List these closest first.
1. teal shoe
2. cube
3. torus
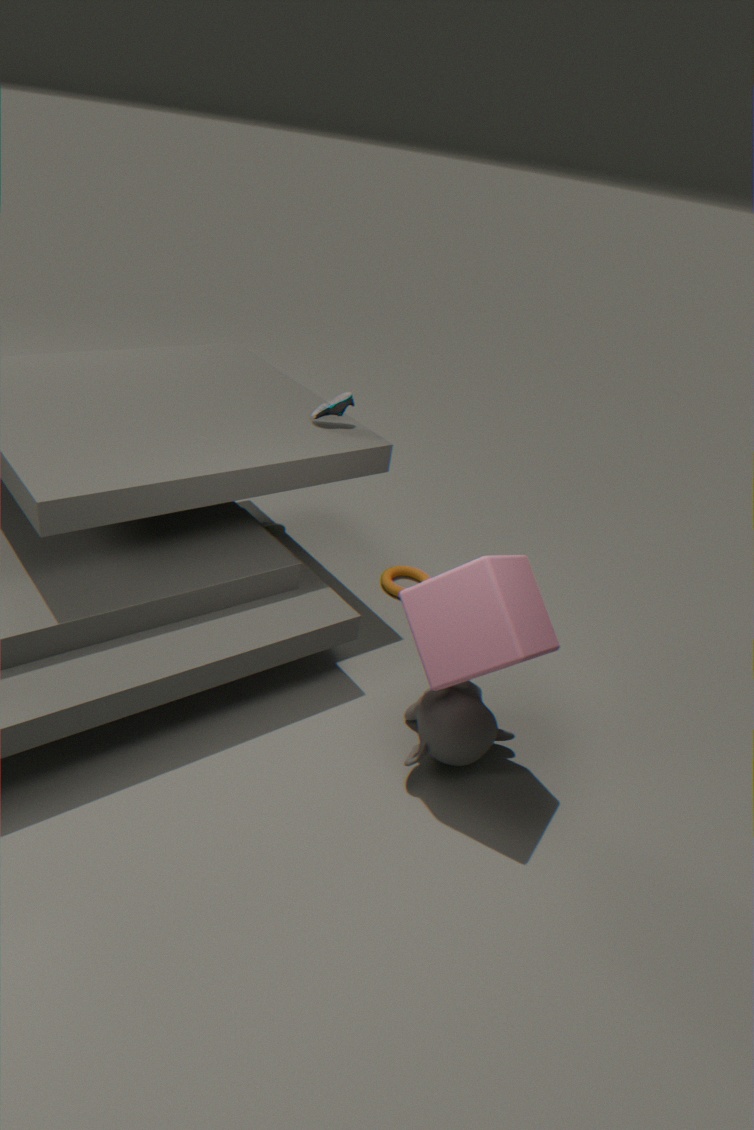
cube → teal shoe → torus
